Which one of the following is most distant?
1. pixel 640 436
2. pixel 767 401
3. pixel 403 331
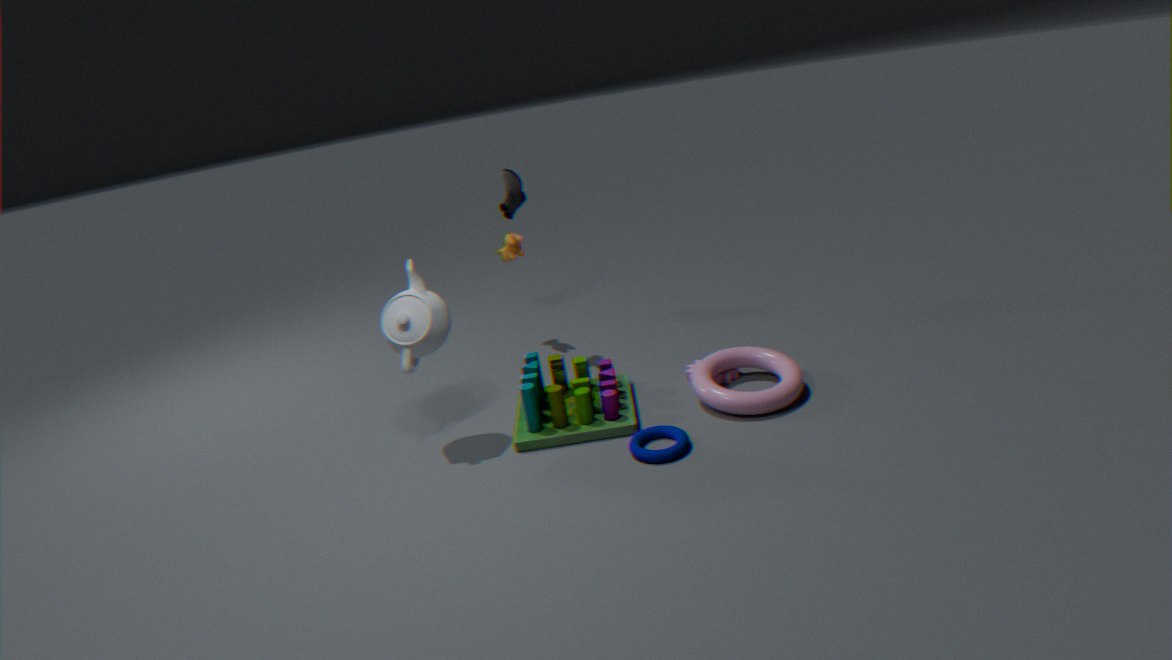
pixel 403 331
